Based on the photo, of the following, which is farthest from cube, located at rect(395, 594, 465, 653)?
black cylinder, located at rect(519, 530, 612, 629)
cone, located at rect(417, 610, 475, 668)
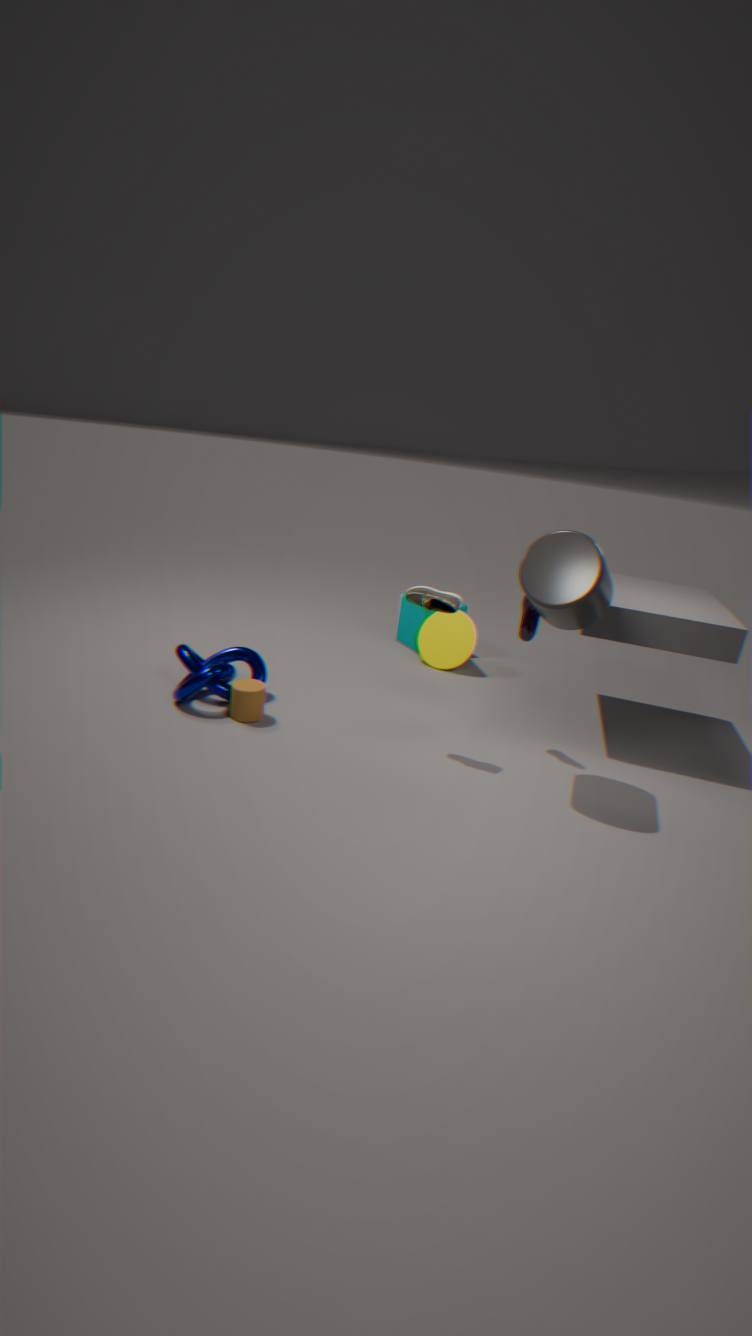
black cylinder, located at rect(519, 530, 612, 629)
